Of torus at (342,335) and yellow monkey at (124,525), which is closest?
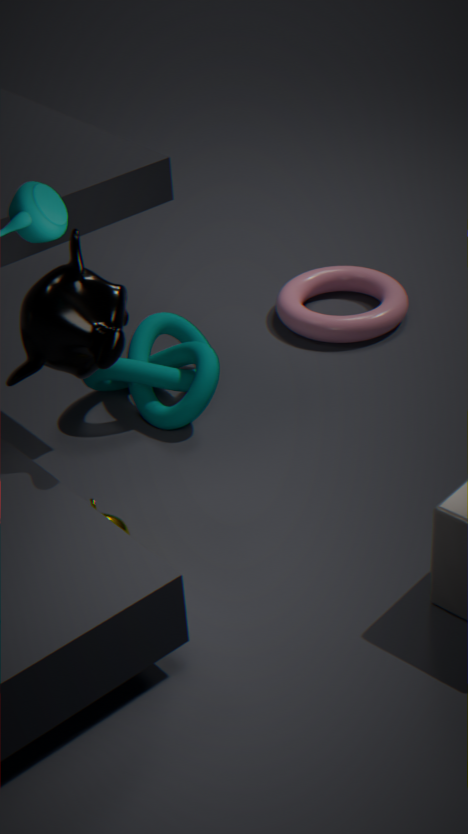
yellow monkey at (124,525)
